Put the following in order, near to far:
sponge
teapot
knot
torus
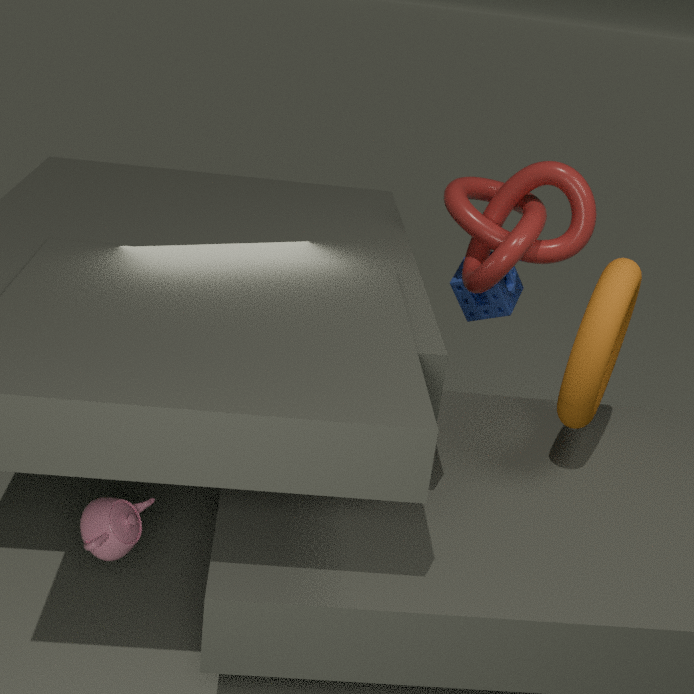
teapot, torus, knot, sponge
